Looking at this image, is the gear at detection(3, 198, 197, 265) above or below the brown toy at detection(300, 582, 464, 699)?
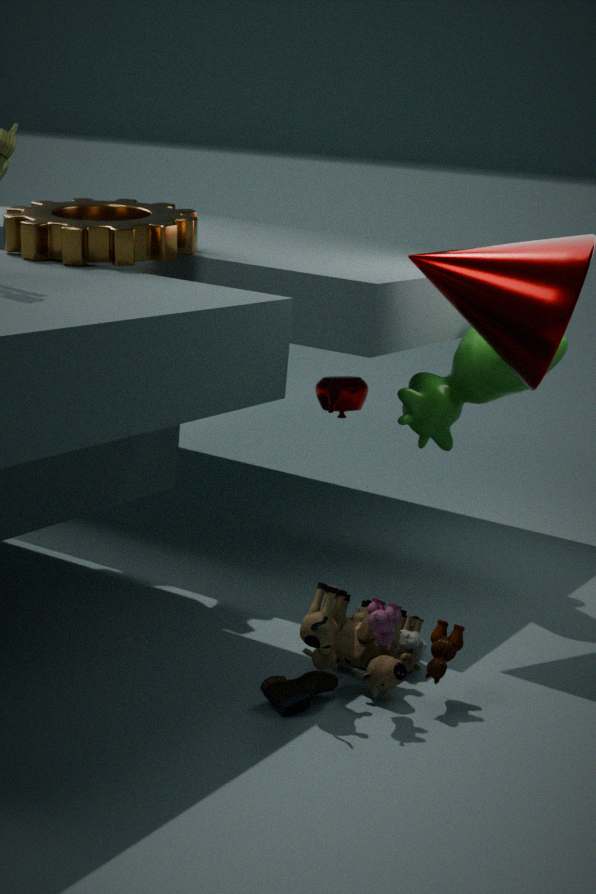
above
